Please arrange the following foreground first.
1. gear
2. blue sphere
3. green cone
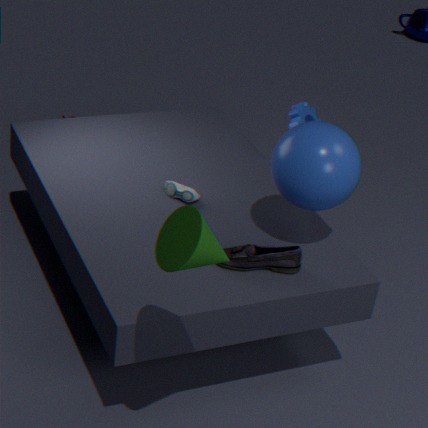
green cone
blue sphere
gear
